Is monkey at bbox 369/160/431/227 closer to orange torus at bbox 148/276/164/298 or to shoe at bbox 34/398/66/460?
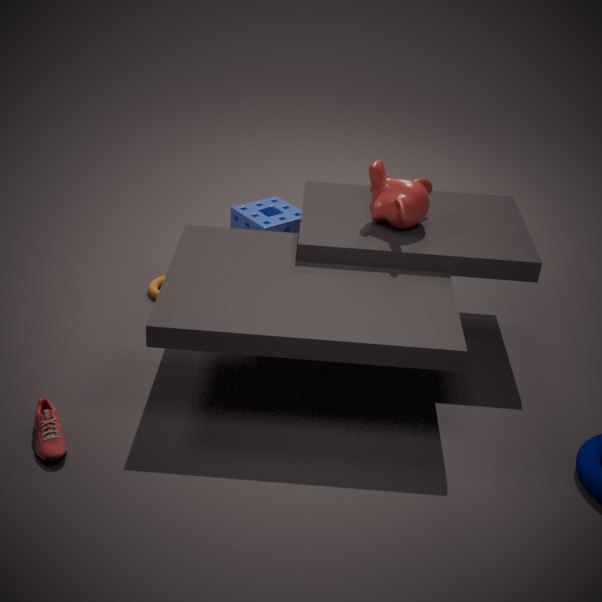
orange torus at bbox 148/276/164/298
